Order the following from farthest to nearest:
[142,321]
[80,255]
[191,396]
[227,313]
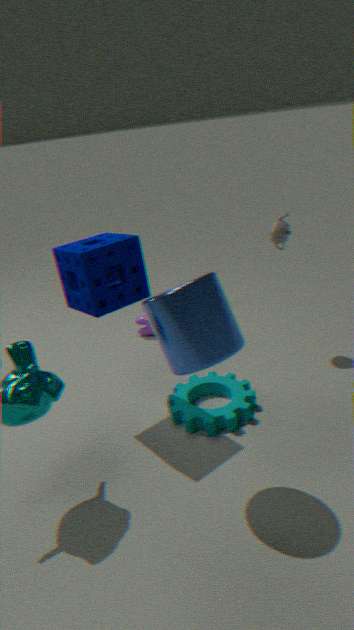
[142,321]
[191,396]
[80,255]
[227,313]
